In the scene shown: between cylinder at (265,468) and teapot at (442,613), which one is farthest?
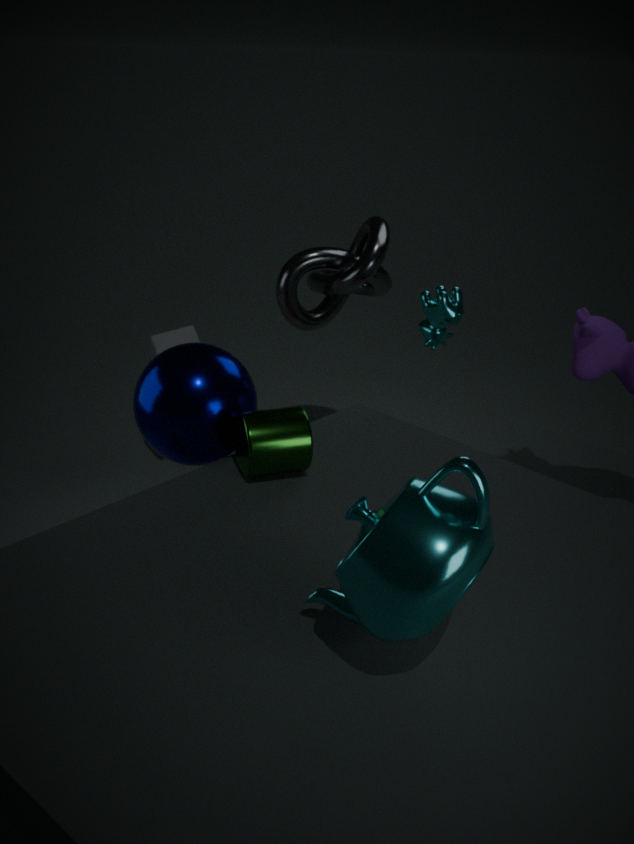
cylinder at (265,468)
